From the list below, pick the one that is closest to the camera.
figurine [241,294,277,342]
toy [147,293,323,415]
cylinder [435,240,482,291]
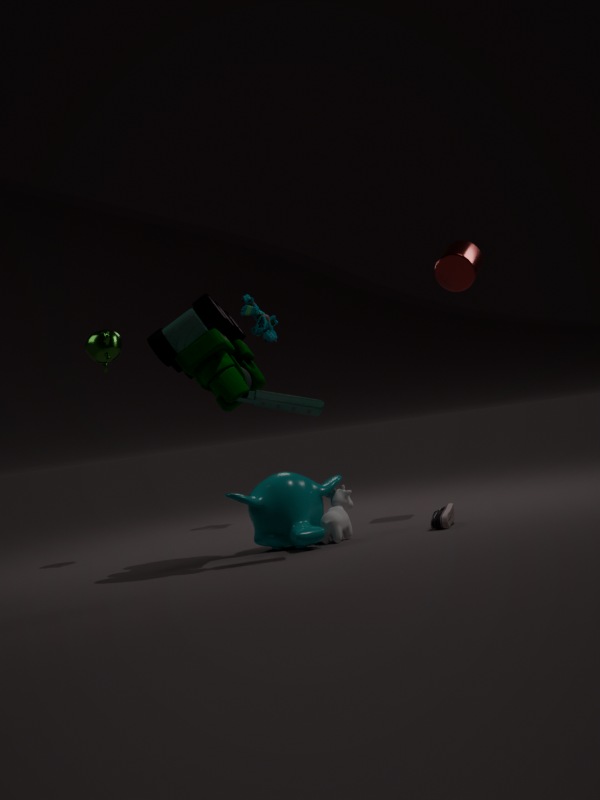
toy [147,293,323,415]
